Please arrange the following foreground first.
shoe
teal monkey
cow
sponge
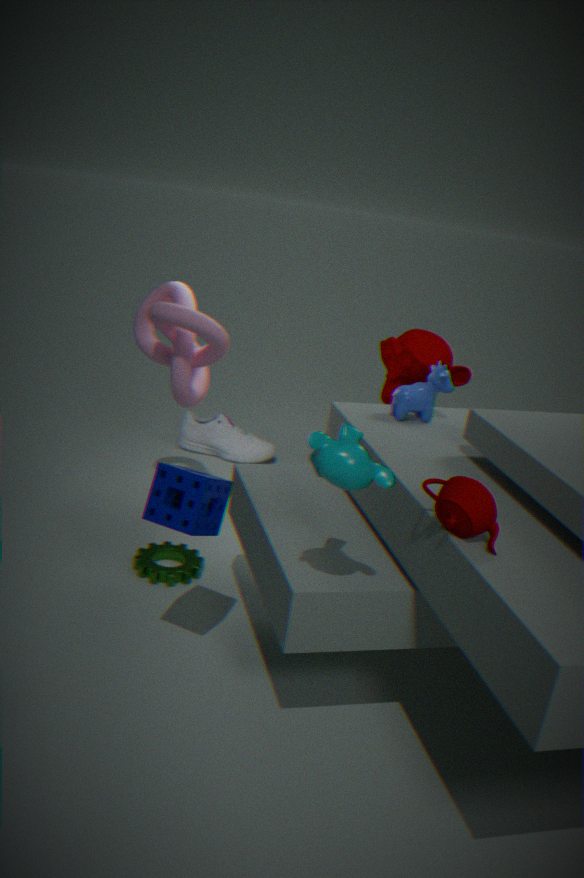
teal monkey, sponge, cow, shoe
